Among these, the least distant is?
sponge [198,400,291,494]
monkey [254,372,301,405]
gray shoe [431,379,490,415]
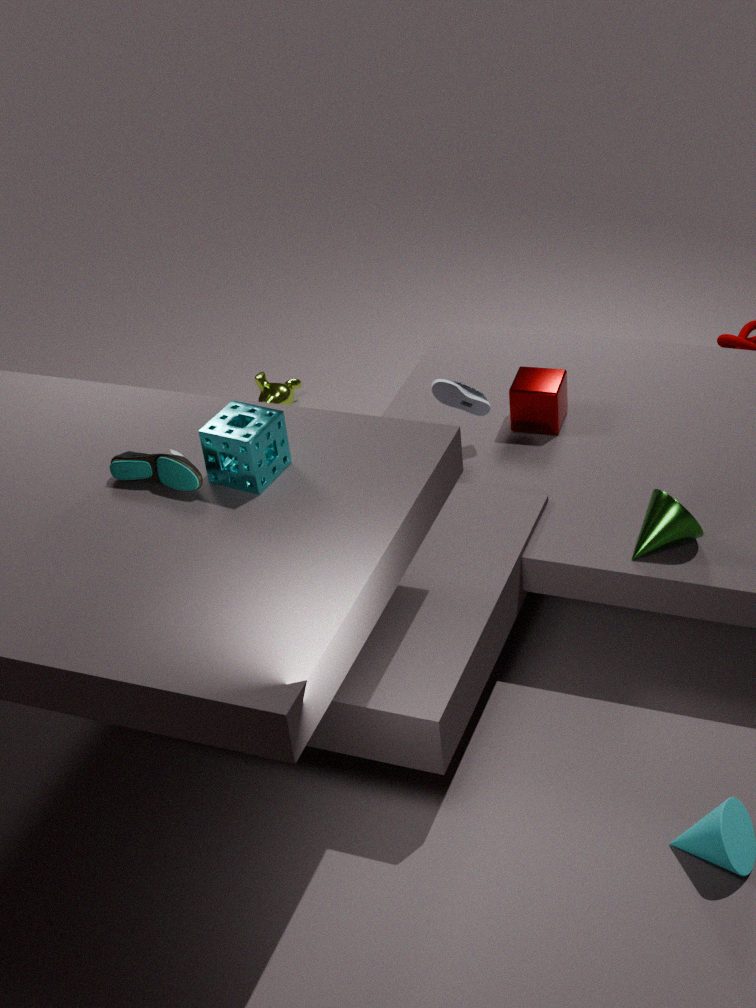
sponge [198,400,291,494]
